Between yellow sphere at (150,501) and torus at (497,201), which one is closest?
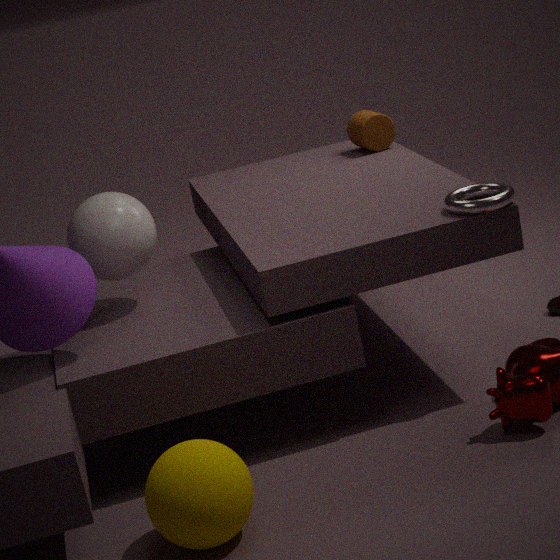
yellow sphere at (150,501)
